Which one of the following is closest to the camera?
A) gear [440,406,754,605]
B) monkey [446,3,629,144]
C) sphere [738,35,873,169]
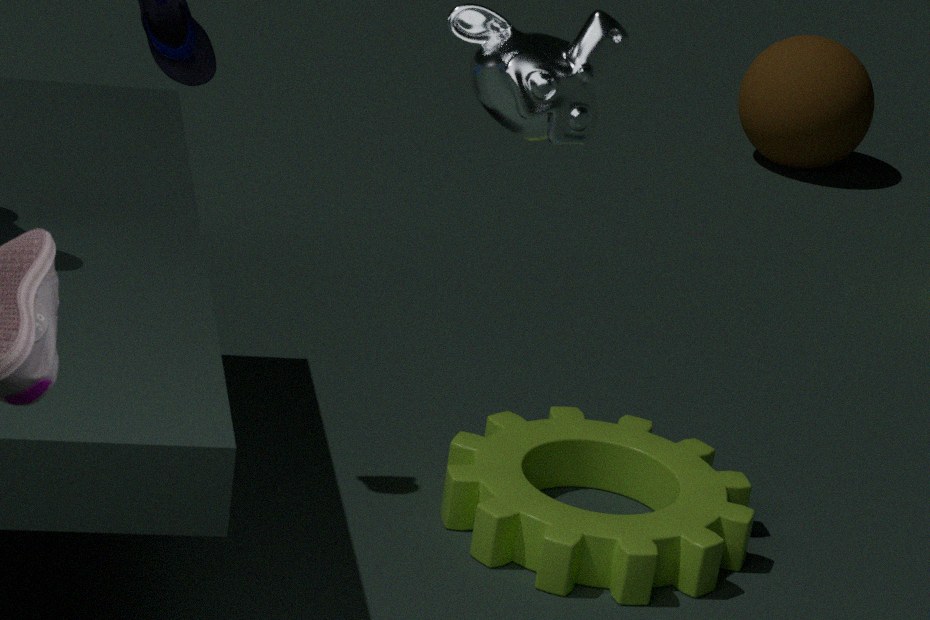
monkey [446,3,629,144]
